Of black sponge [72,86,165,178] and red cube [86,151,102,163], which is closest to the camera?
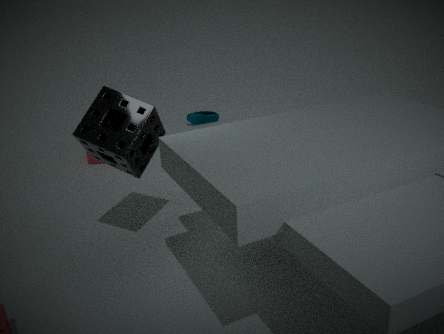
black sponge [72,86,165,178]
